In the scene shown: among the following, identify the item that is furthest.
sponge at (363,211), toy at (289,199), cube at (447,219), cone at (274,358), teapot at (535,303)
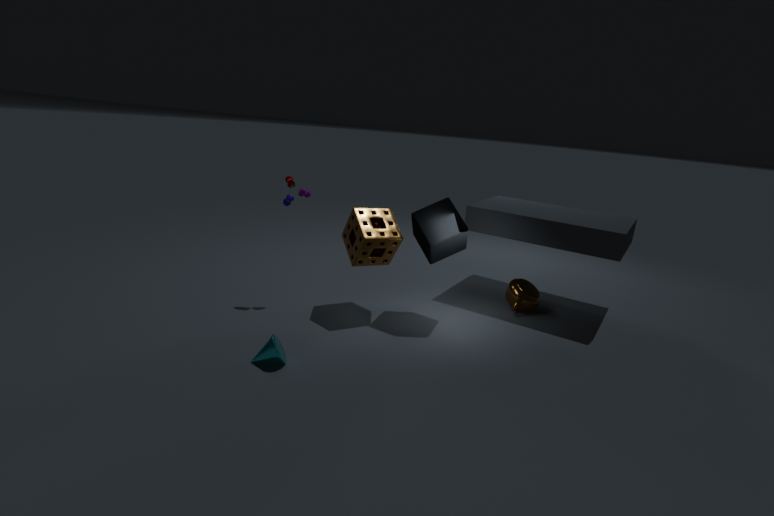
teapot at (535,303)
